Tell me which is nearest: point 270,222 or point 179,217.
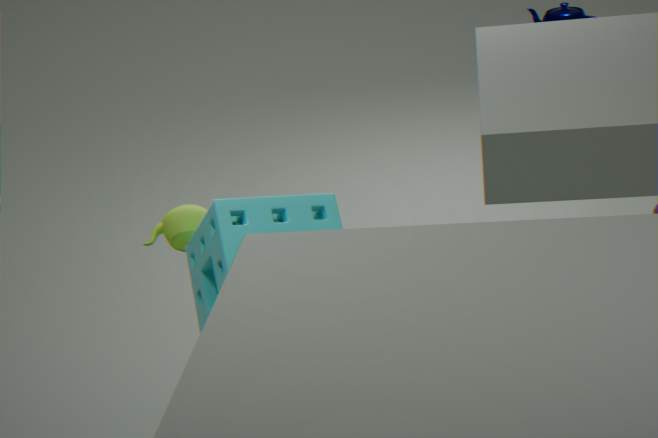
point 270,222
